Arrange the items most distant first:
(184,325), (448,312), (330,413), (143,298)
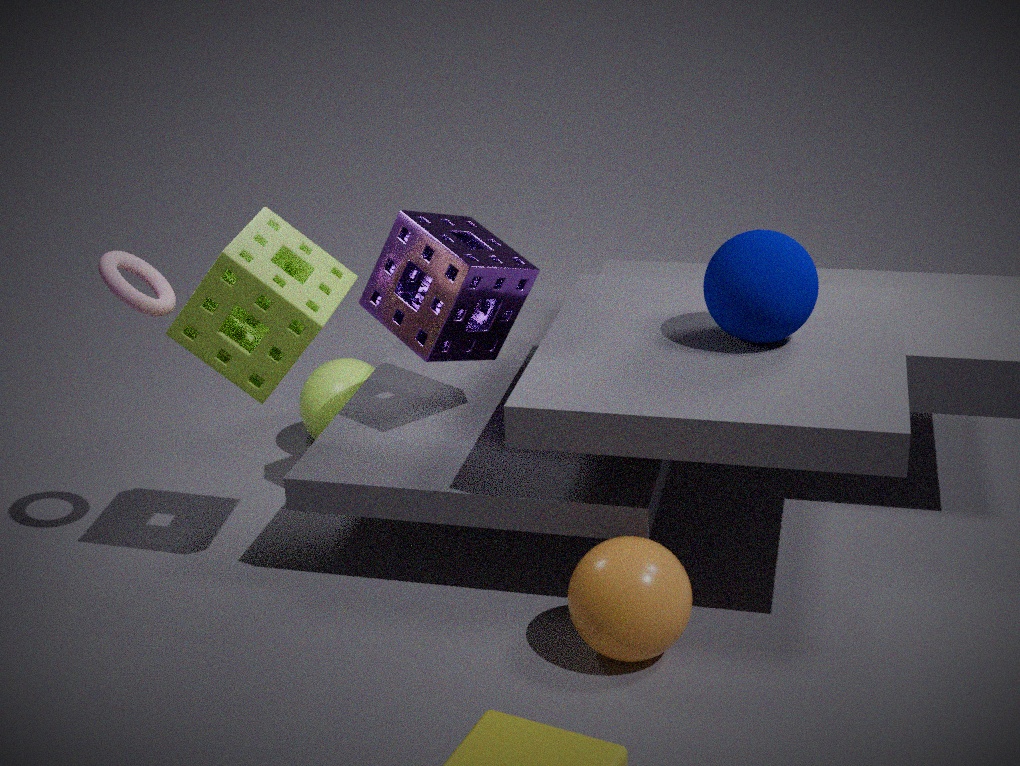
(330,413) → (448,312) → (143,298) → (184,325)
